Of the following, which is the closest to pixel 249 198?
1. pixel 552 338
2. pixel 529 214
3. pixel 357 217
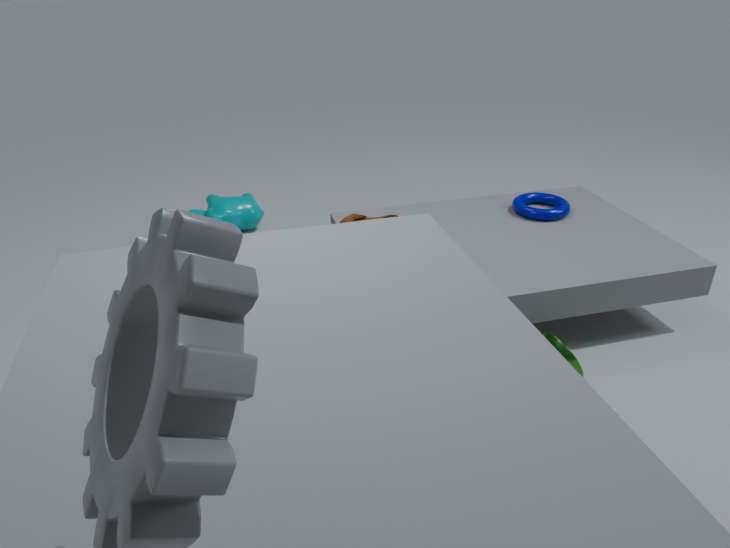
pixel 357 217
